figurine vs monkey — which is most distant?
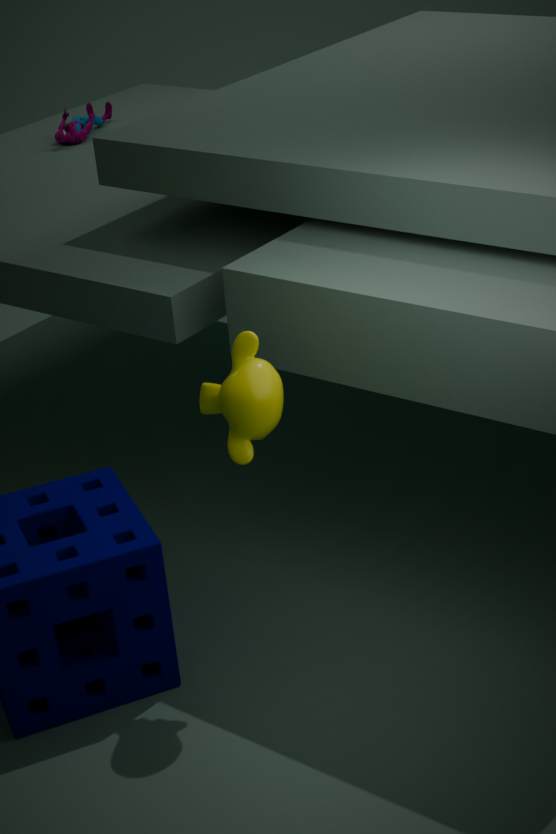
figurine
